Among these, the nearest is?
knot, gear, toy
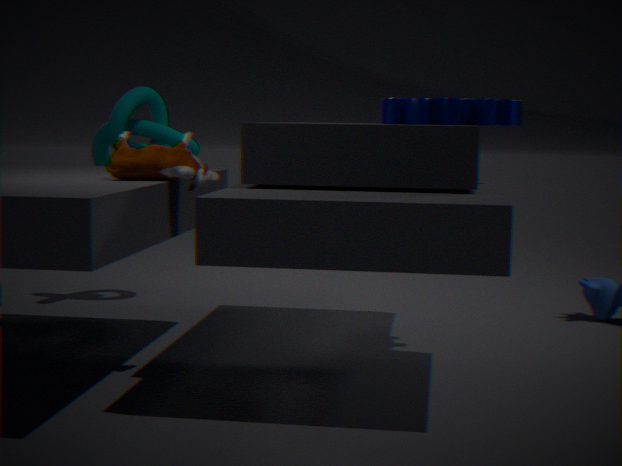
toy
